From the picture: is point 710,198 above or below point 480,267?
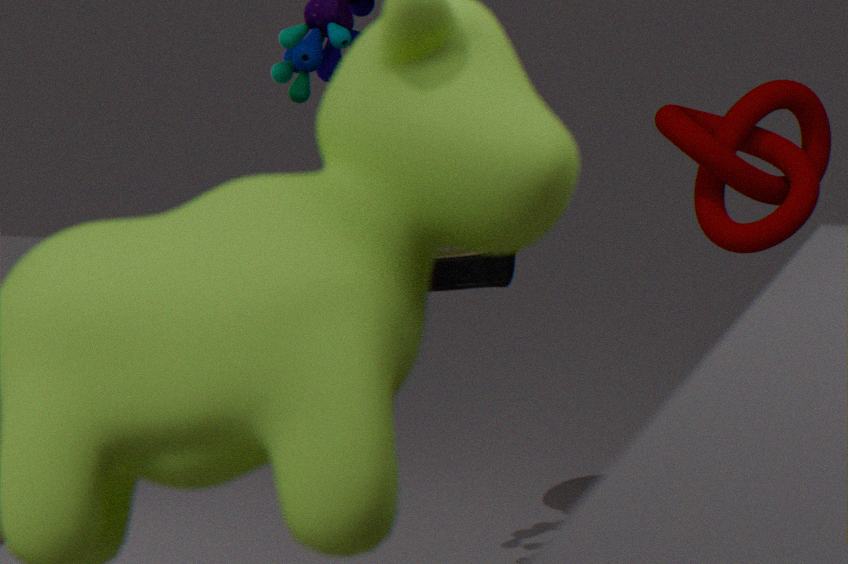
below
